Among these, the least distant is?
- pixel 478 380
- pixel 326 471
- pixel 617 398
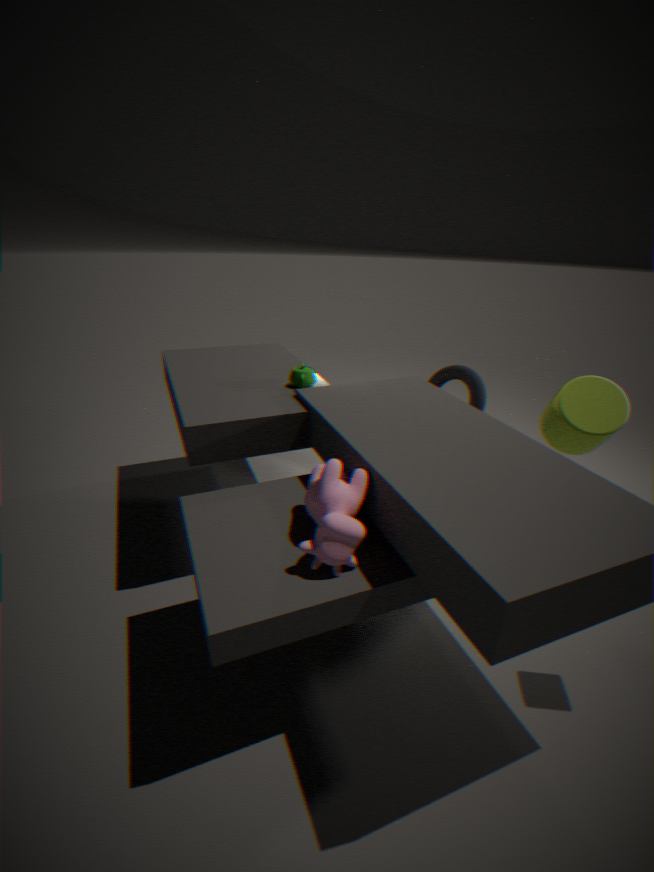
pixel 326 471
